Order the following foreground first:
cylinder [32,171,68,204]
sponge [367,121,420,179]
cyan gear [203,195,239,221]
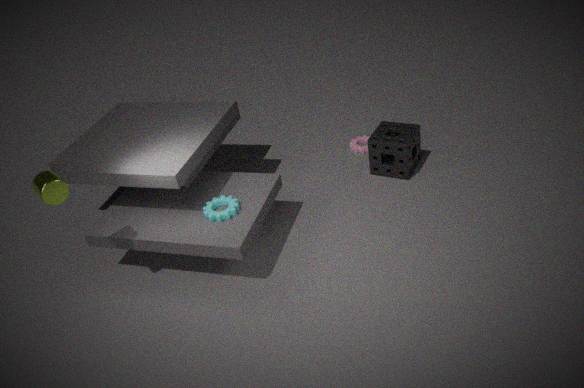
1. cylinder [32,171,68,204]
2. cyan gear [203,195,239,221]
3. sponge [367,121,420,179]
